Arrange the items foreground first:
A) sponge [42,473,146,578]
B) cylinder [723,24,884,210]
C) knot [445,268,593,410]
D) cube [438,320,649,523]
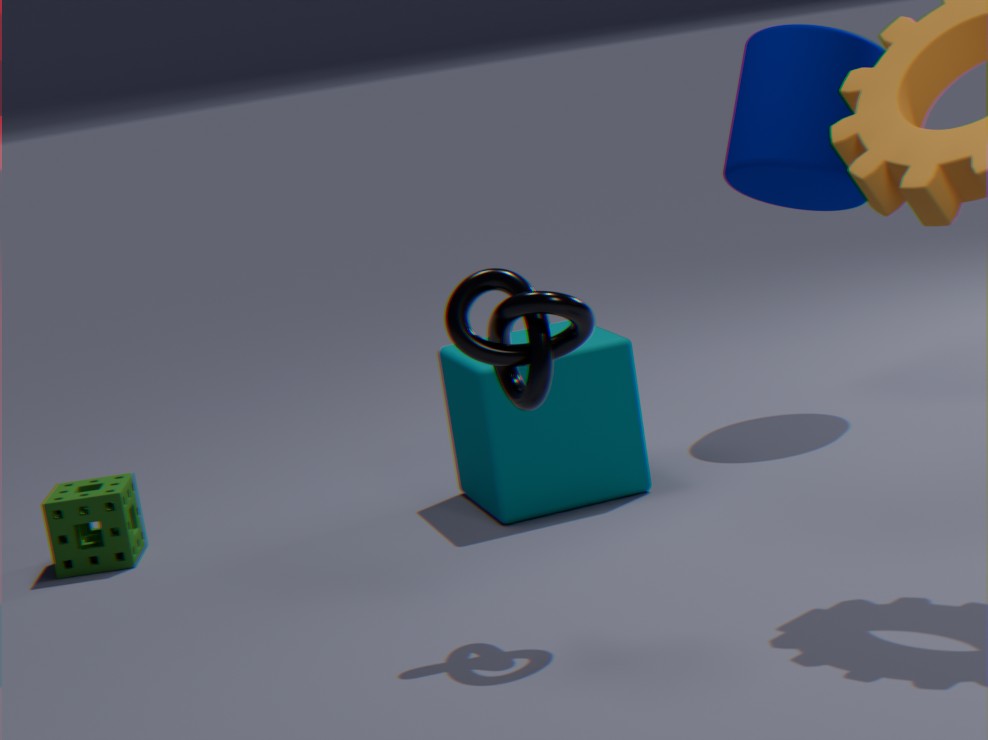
knot [445,268,593,410] < cube [438,320,649,523] < sponge [42,473,146,578] < cylinder [723,24,884,210]
